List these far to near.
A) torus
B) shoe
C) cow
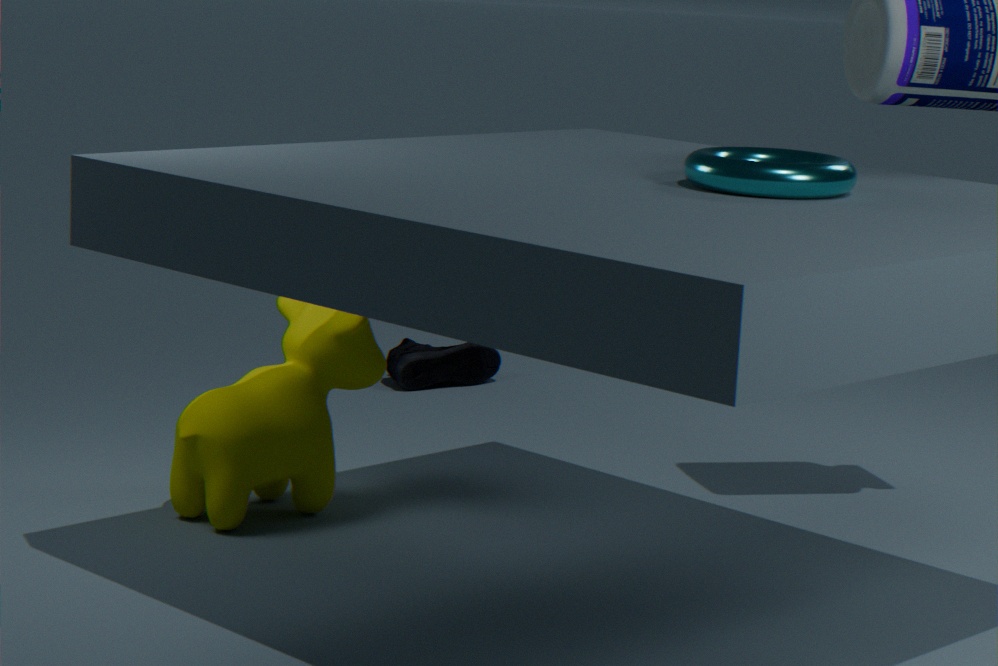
shoe → cow → torus
